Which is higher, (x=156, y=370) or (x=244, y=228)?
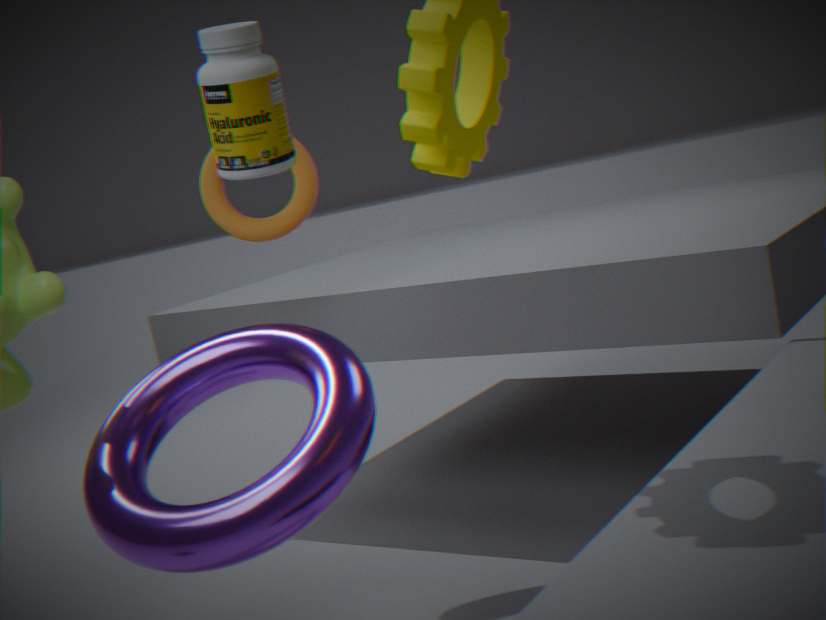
(x=244, y=228)
